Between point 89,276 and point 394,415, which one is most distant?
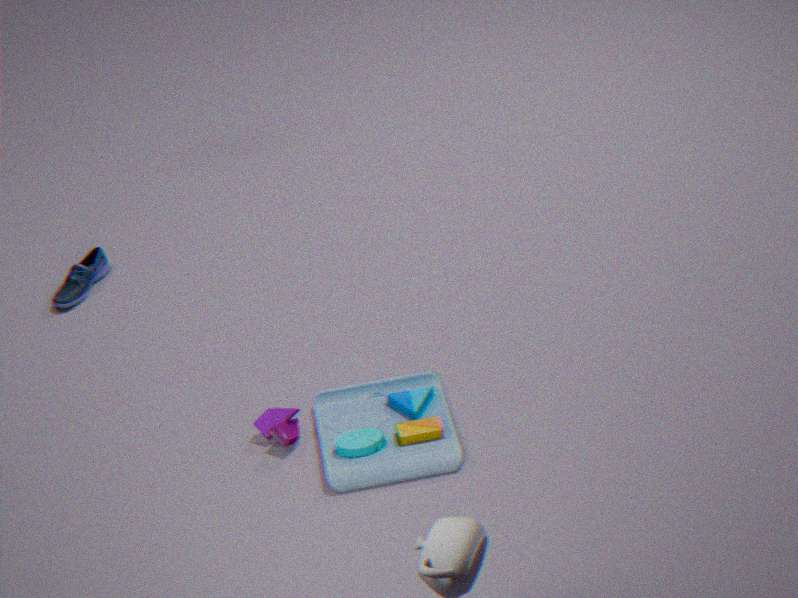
point 89,276
